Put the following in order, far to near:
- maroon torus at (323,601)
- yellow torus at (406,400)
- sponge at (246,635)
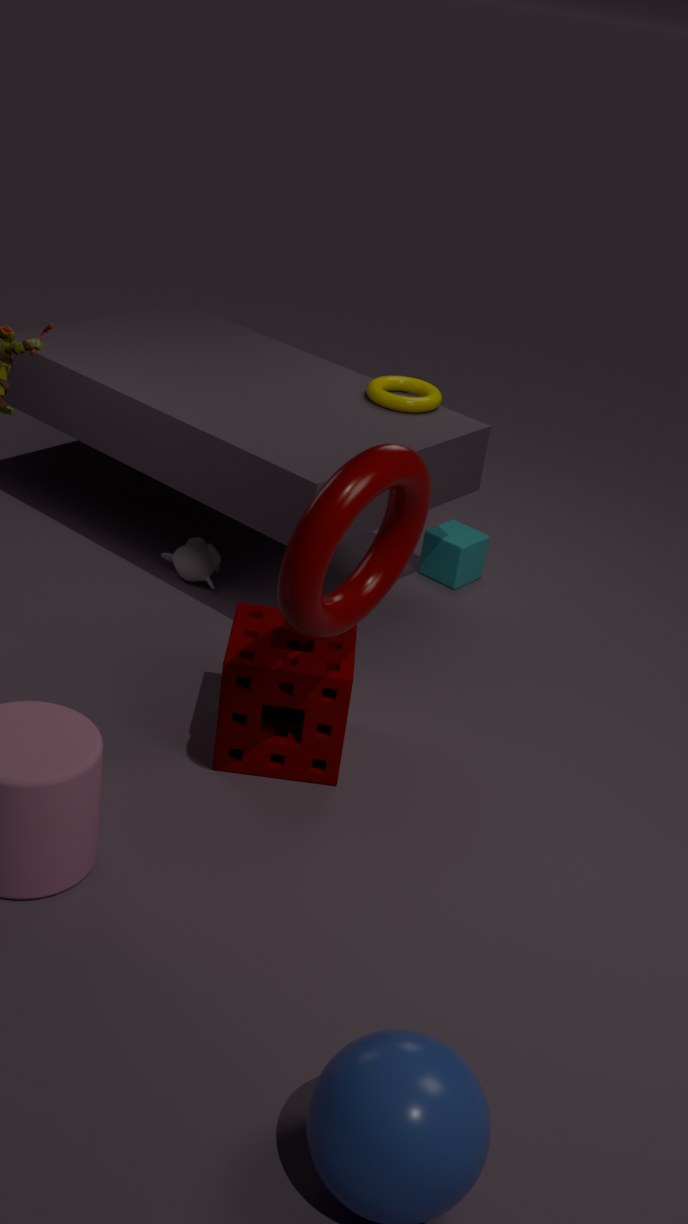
yellow torus at (406,400) → sponge at (246,635) → maroon torus at (323,601)
